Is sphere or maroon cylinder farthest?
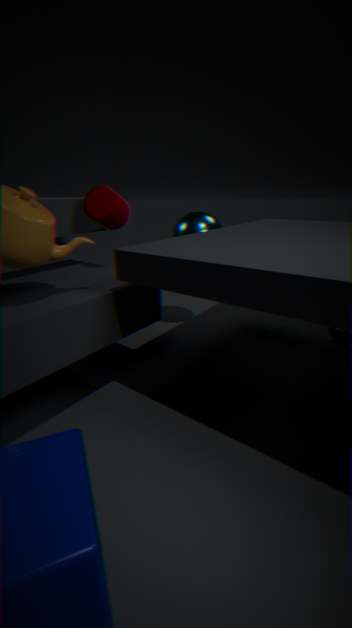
sphere
